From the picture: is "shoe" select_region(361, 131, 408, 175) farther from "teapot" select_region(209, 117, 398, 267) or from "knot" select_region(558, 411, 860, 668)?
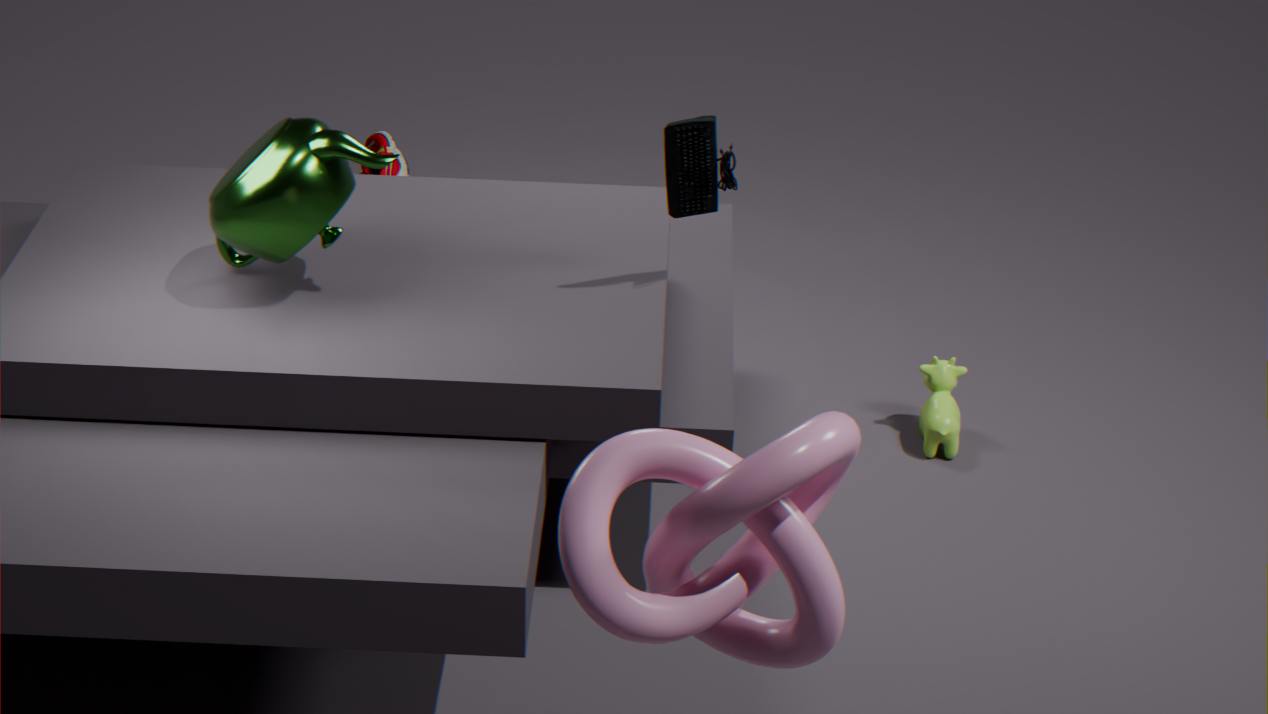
"knot" select_region(558, 411, 860, 668)
